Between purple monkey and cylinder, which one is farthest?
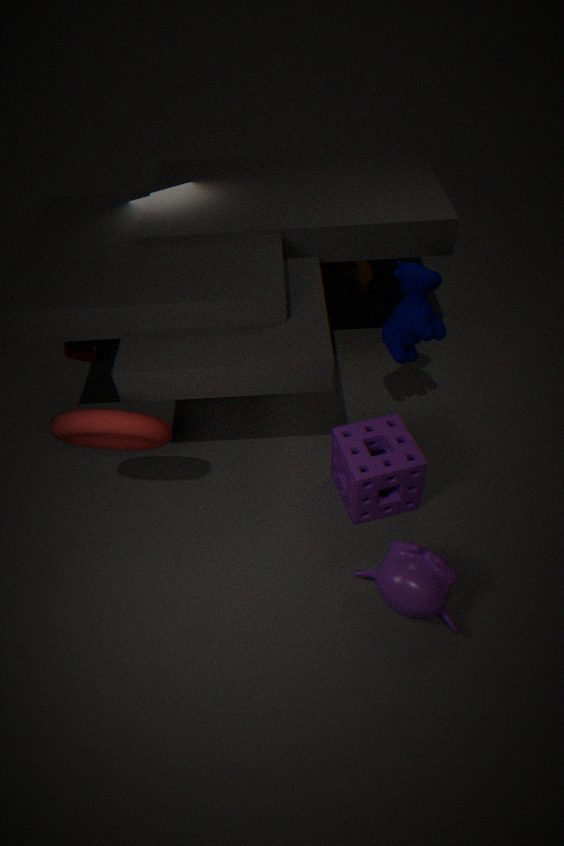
cylinder
